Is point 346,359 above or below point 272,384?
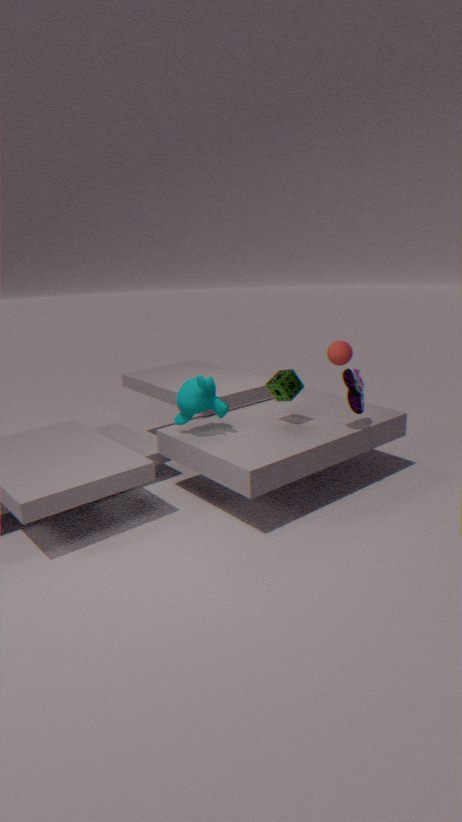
above
